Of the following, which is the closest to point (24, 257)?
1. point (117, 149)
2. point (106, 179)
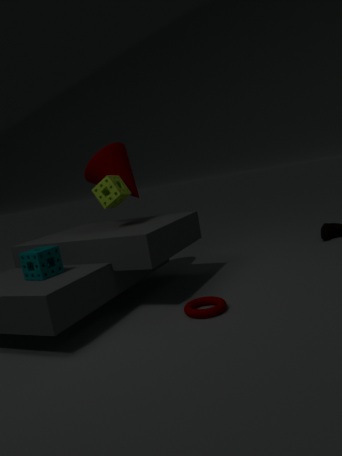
point (106, 179)
